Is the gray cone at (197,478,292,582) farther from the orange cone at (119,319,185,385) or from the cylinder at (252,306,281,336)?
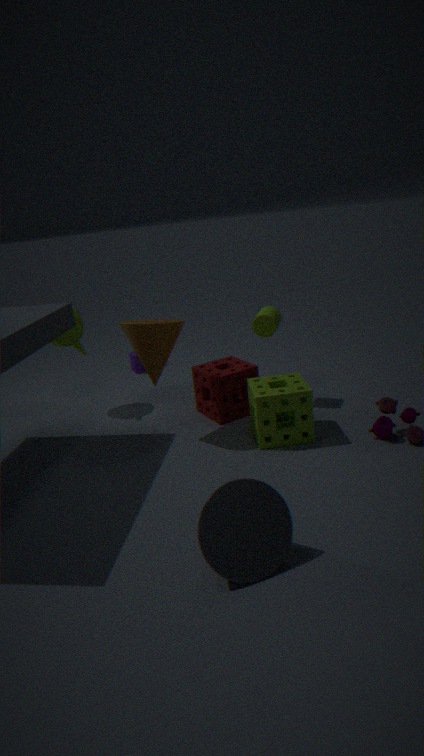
the cylinder at (252,306,281,336)
